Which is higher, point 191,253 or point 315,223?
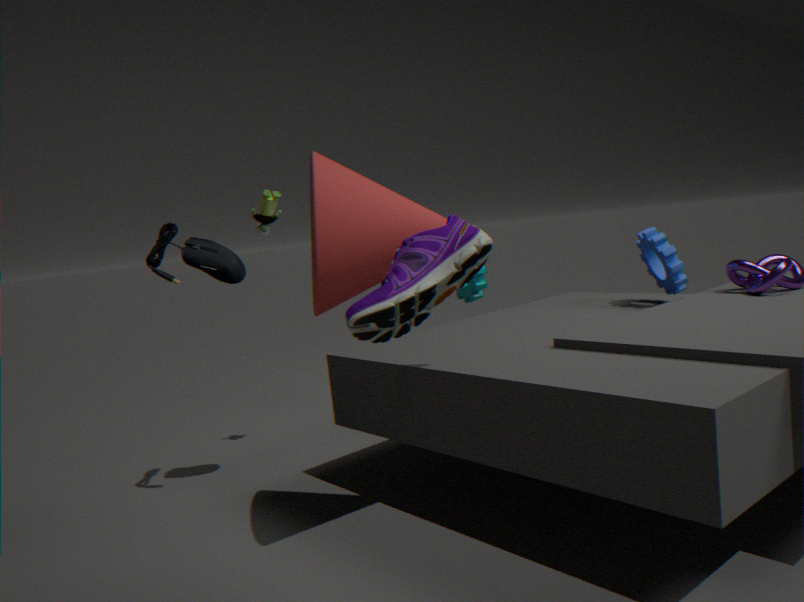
point 315,223
